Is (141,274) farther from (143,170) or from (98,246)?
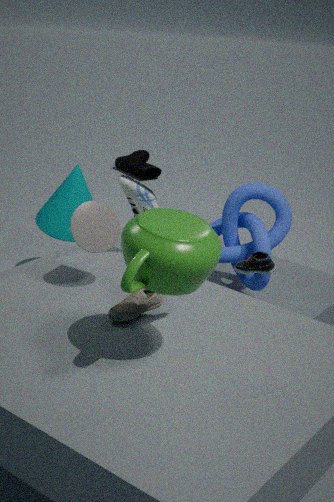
(143,170)
